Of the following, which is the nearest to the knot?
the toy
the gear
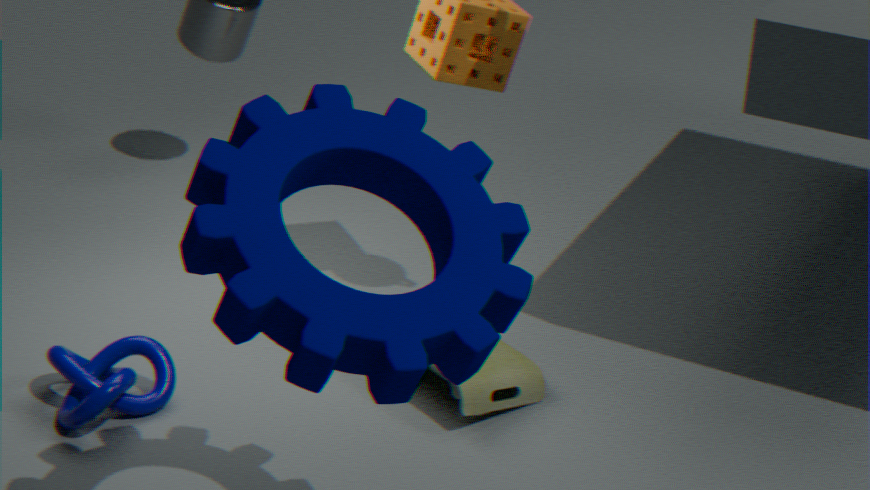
the toy
